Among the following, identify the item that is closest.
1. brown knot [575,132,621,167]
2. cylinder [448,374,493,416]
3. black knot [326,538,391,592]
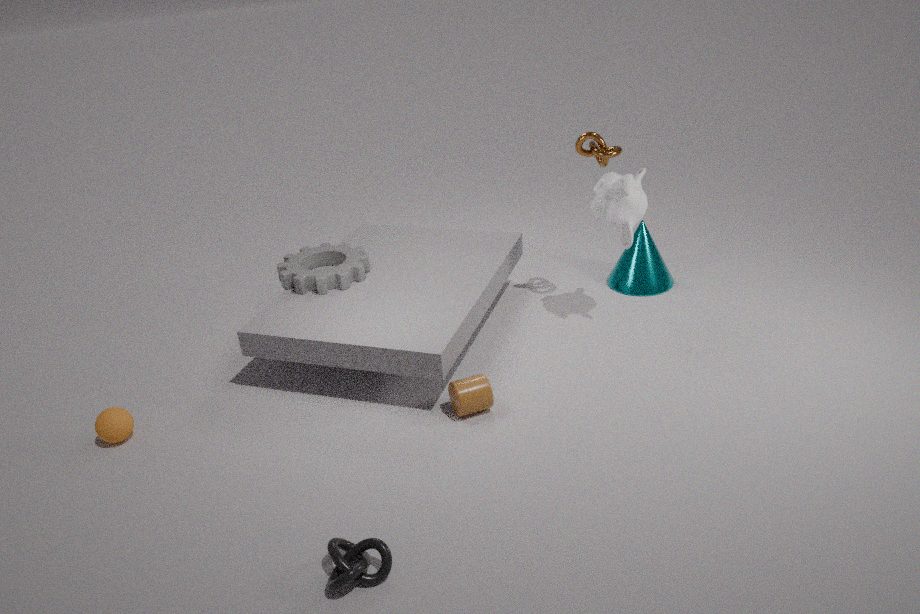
black knot [326,538,391,592]
